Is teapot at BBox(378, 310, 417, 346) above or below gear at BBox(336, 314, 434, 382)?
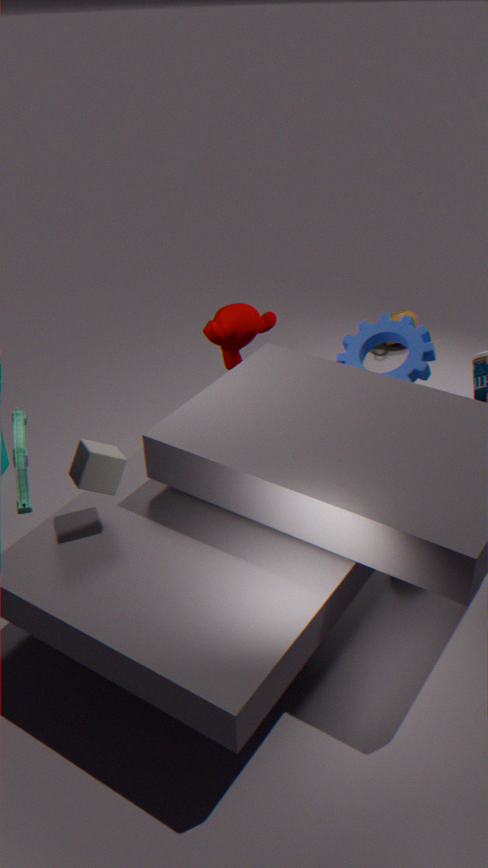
below
